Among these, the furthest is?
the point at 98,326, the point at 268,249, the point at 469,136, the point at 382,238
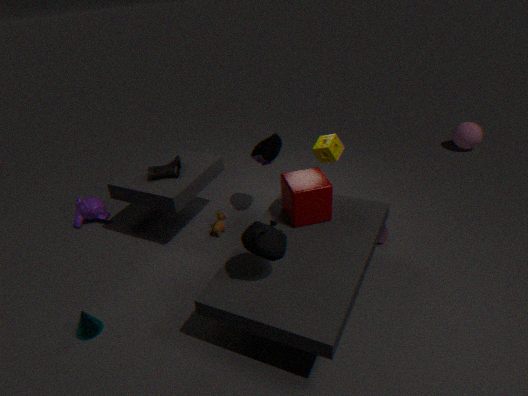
the point at 469,136
